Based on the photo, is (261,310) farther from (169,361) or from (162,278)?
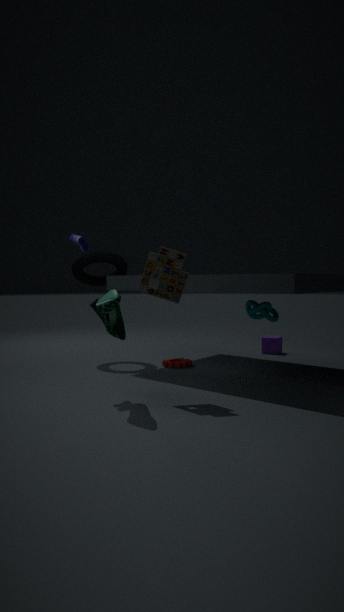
(169,361)
